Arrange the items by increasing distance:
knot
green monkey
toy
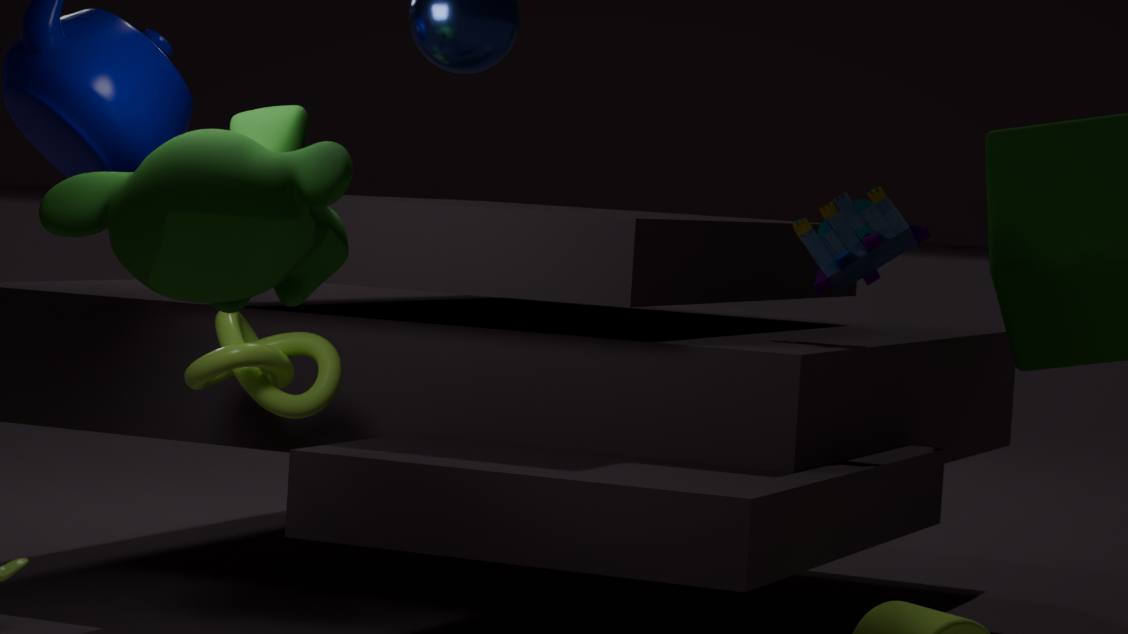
1. green monkey
2. knot
3. toy
